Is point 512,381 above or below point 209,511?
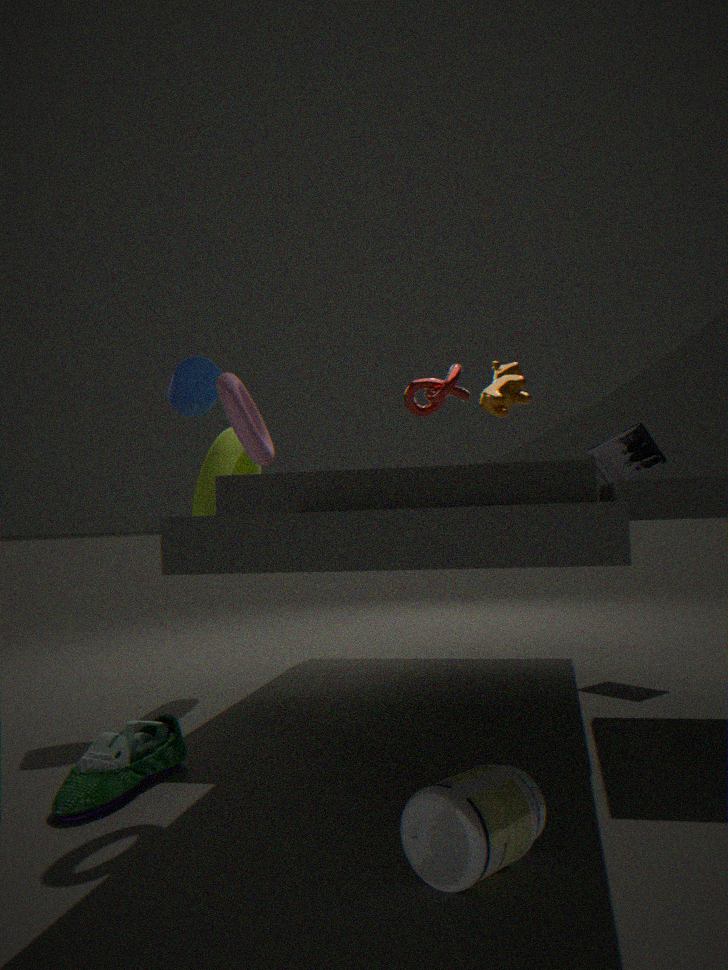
above
